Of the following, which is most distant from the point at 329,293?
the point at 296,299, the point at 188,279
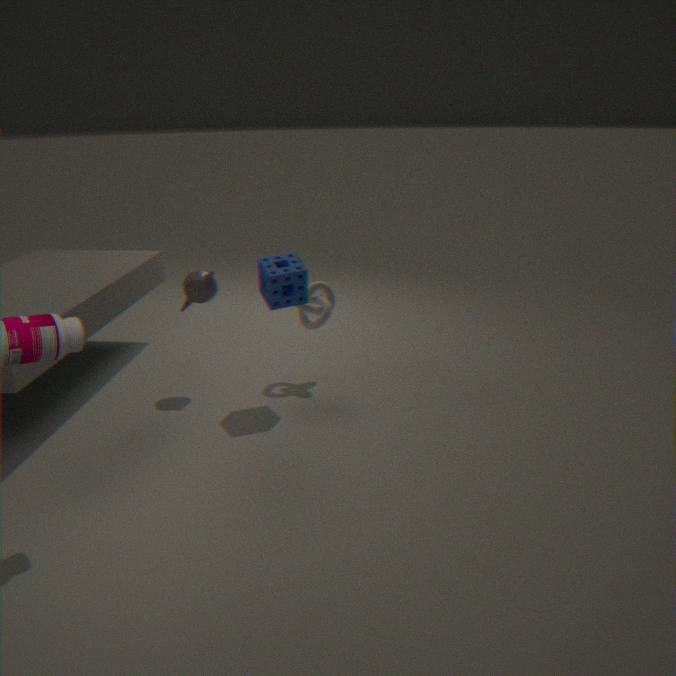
the point at 188,279
